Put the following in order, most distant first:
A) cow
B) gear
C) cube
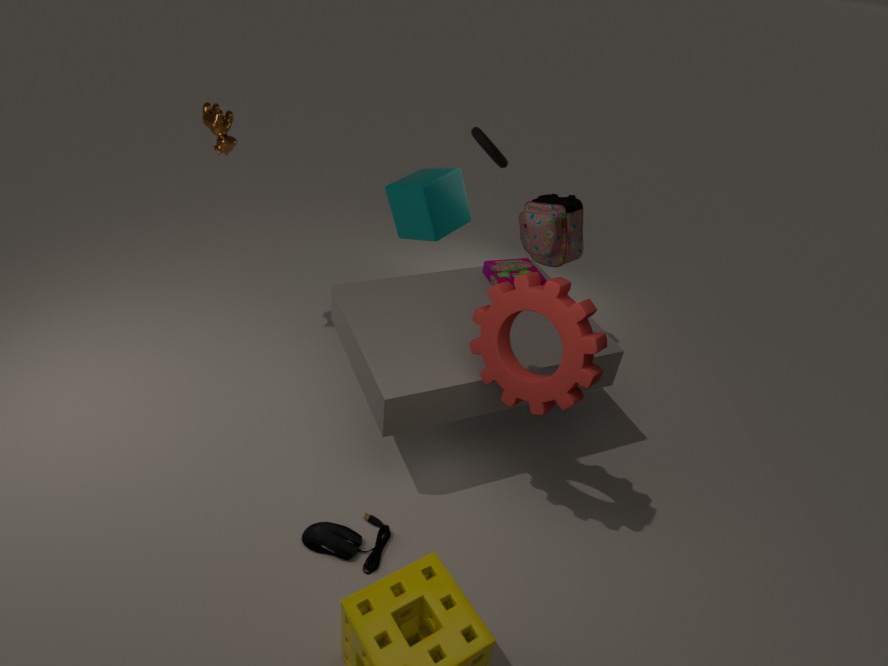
cube
cow
gear
